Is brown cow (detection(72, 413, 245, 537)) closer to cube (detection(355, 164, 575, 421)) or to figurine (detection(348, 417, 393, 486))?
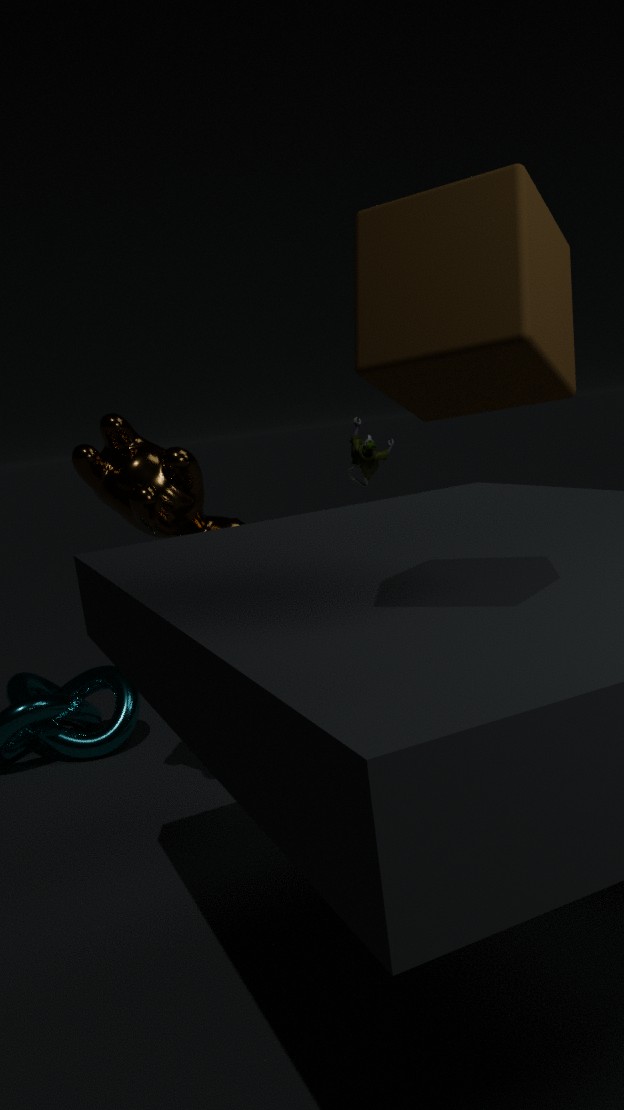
figurine (detection(348, 417, 393, 486))
